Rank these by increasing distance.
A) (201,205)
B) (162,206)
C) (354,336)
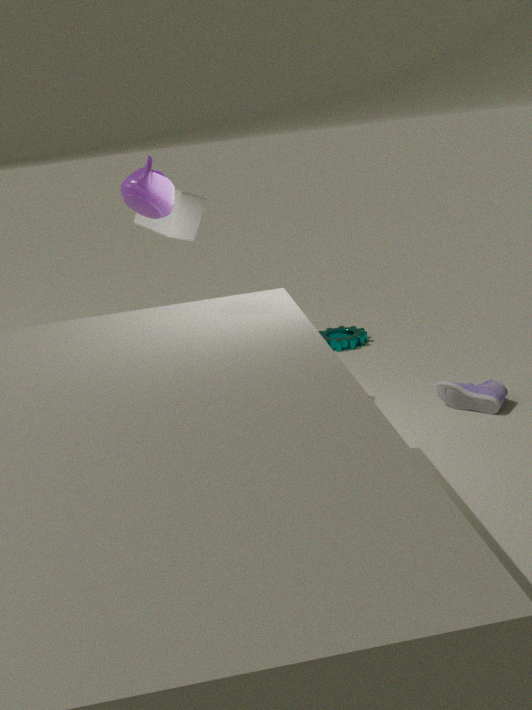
(162,206)
(201,205)
(354,336)
